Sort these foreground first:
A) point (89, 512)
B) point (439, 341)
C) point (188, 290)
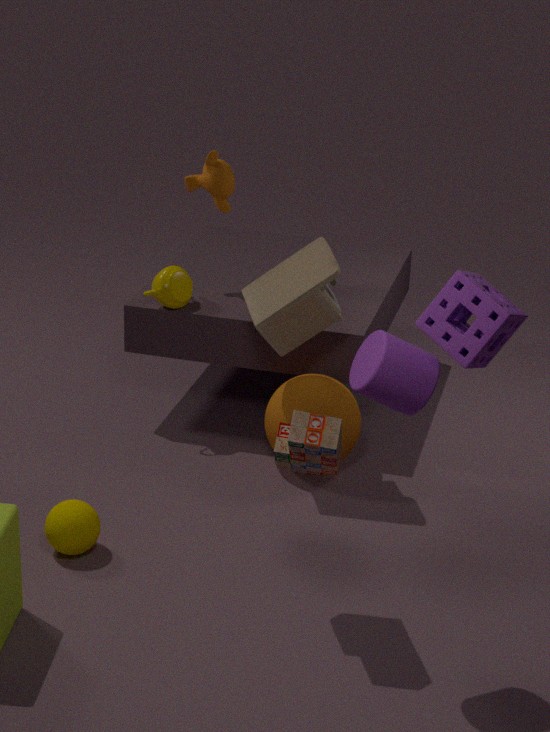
point (439, 341) → point (89, 512) → point (188, 290)
